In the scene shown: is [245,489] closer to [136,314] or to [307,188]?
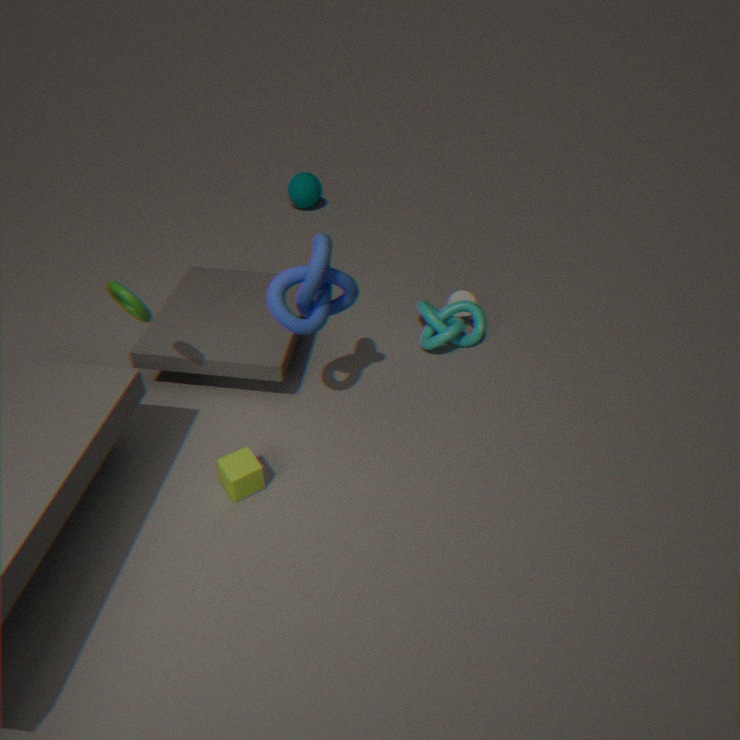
[136,314]
